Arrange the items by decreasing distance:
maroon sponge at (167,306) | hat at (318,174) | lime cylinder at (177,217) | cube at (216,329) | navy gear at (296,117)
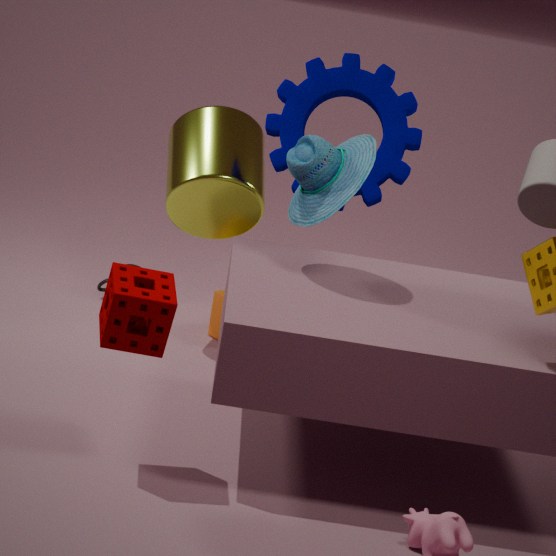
cube at (216,329) → lime cylinder at (177,217) → navy gear at (296,117) → hat at (318,174) → maroon sponge at (167,306)
